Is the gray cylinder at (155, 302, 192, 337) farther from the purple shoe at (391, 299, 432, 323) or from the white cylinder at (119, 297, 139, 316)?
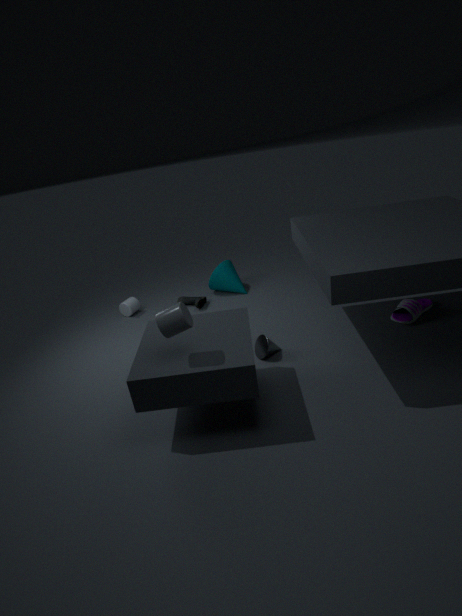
the white cylinder at (119, 297, 139, 316)
